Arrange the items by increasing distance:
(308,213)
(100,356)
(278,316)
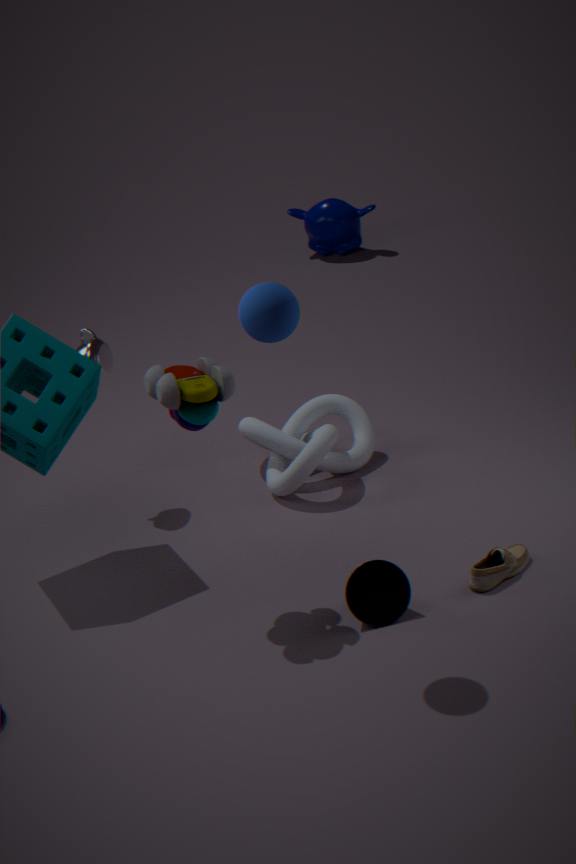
(278,316), (100,356), (308,213)
